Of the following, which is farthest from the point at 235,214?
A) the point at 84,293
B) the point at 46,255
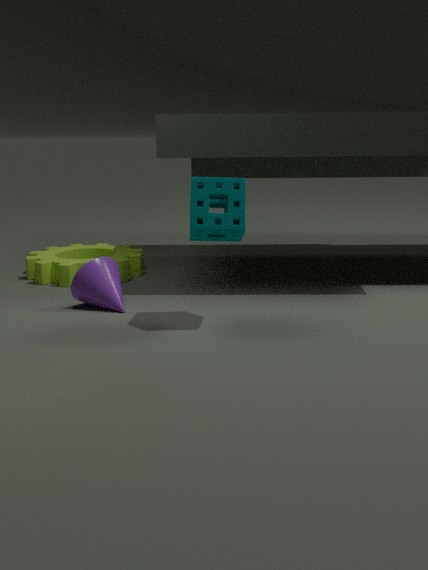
the point at 46,255
